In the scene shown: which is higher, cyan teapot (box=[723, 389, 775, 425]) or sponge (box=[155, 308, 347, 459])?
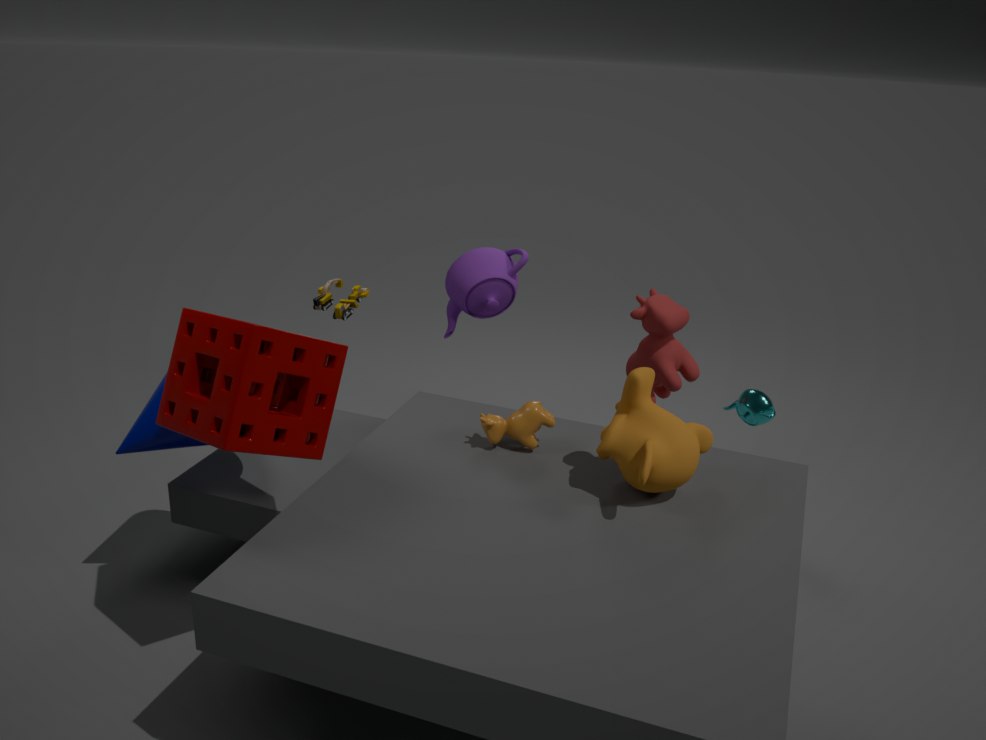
sponge (box=[155, 308, 347, 459])
